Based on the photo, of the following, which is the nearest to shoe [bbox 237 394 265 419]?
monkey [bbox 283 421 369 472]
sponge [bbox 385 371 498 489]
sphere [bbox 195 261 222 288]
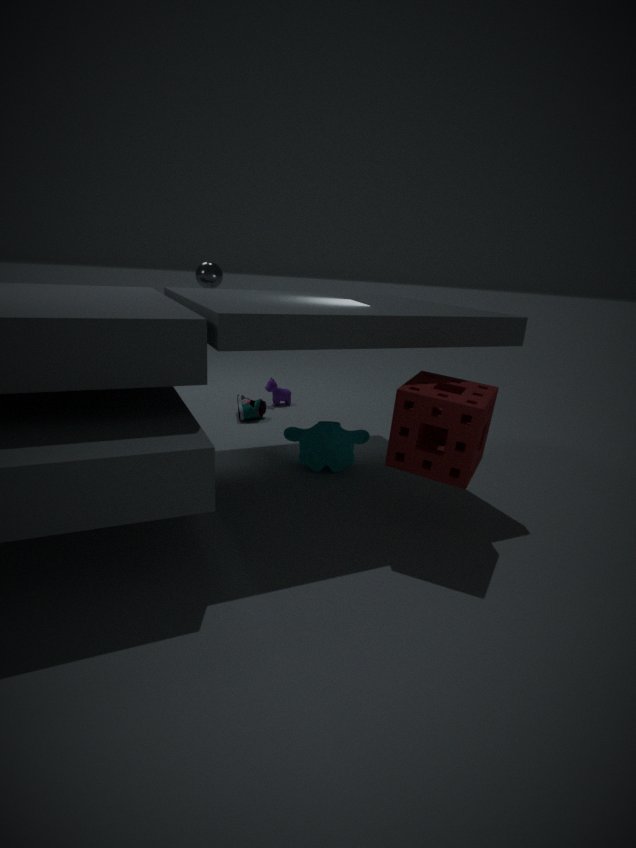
monkey [bbox 283 421 369 472]
